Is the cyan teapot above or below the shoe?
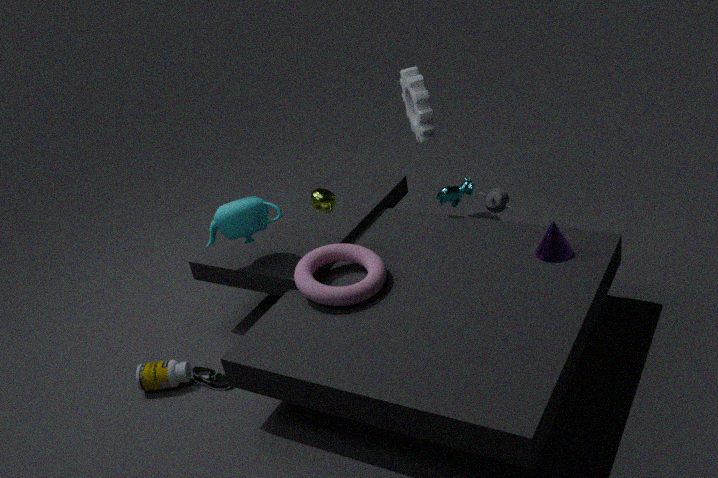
above
